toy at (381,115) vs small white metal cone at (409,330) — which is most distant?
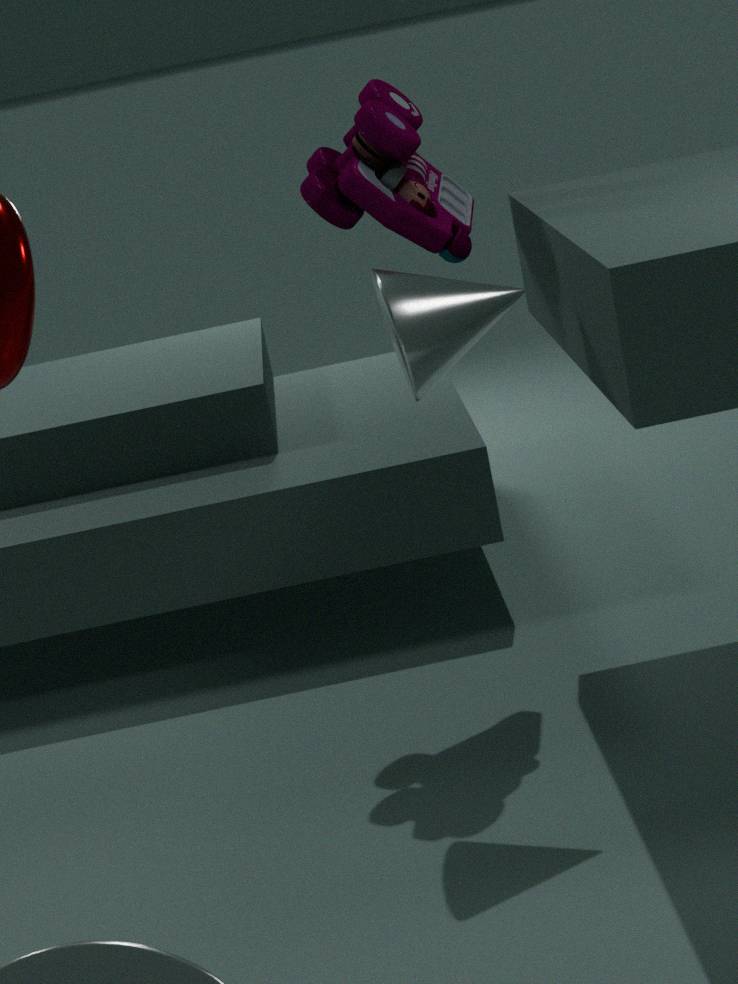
toy at (381,115)
